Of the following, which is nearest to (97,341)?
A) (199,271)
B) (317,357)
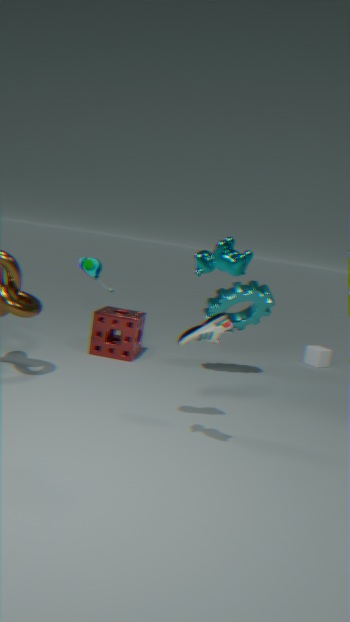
(317,357)
